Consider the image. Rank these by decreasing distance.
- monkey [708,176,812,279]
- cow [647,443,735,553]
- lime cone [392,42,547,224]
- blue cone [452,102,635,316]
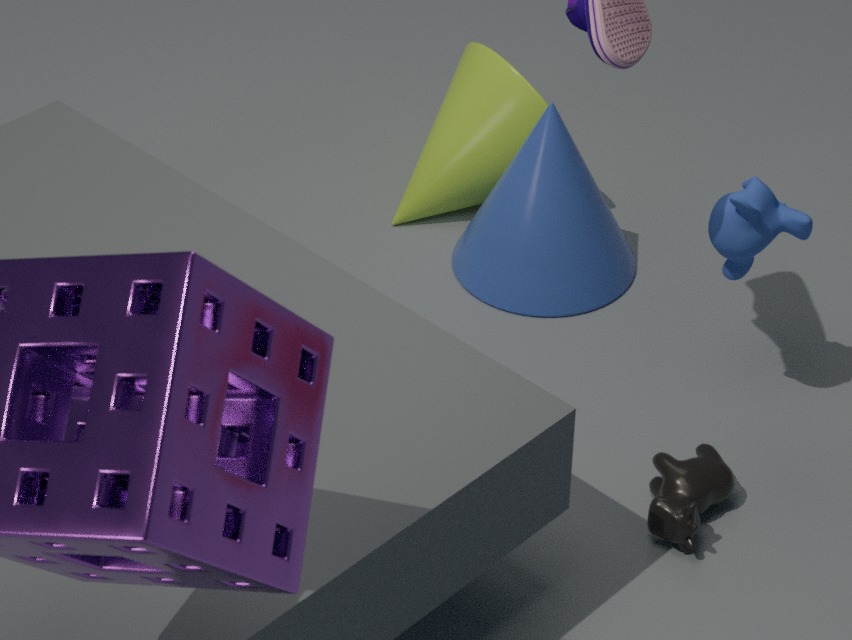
lime cone [392,42,547,224]
blue cone [452,102,635,316]
monkey [708,176,812,279]
cow [647,443,735,553]
